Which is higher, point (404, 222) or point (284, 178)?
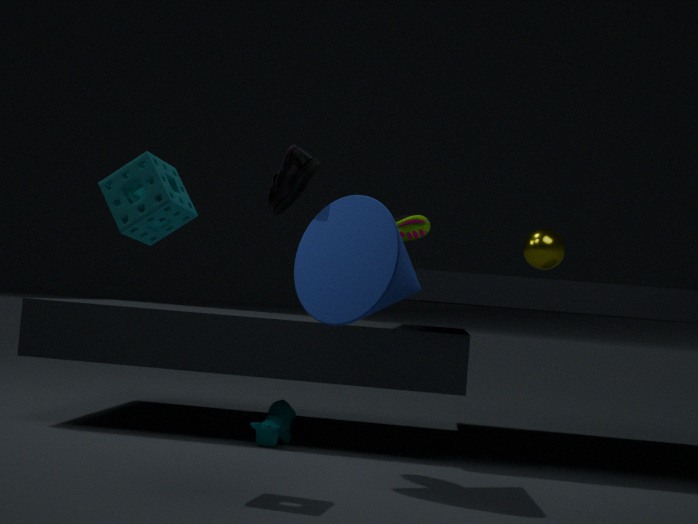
point (284, 178)
